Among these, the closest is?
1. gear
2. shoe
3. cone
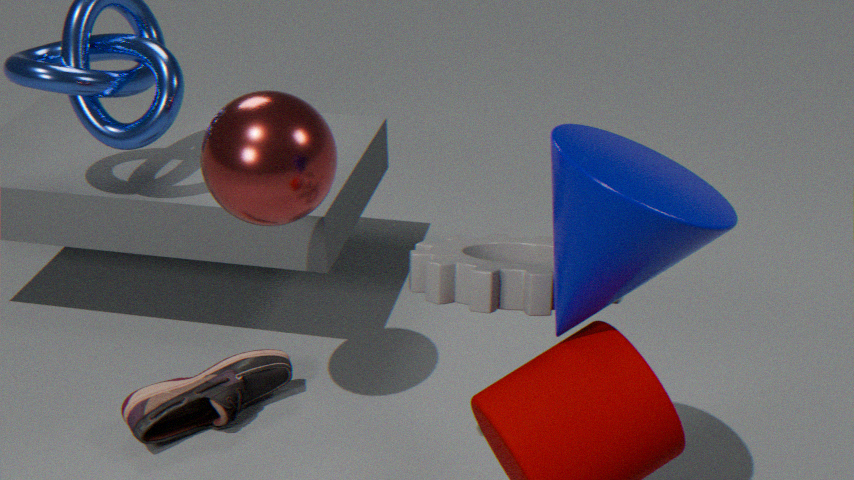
cone
